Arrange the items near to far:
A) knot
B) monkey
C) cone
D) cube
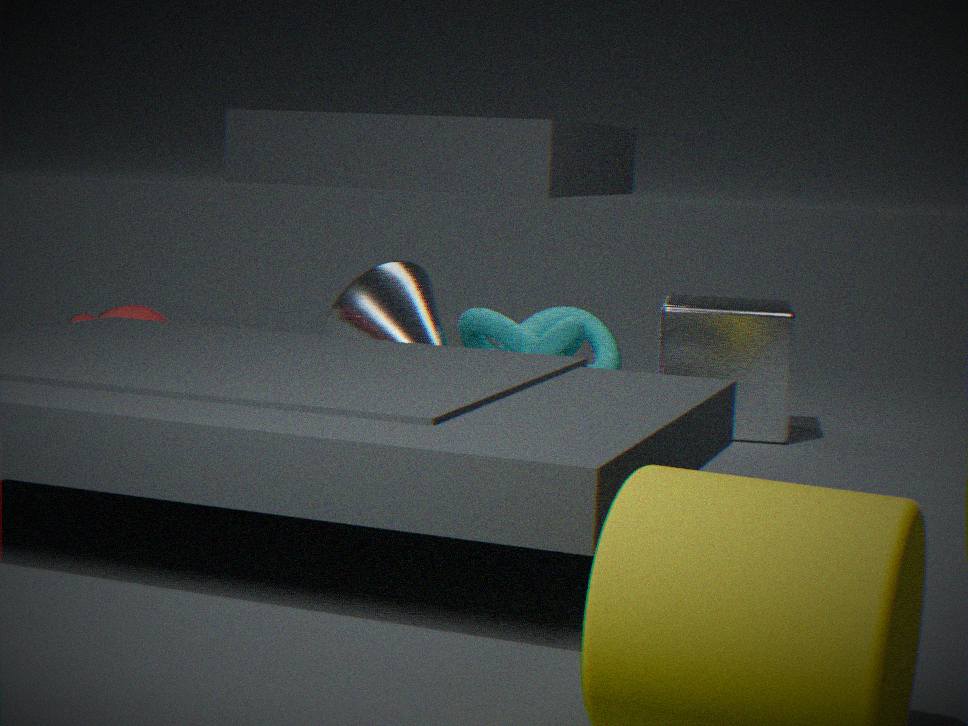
1. monkey
2. cube
3. knot
4. cone
